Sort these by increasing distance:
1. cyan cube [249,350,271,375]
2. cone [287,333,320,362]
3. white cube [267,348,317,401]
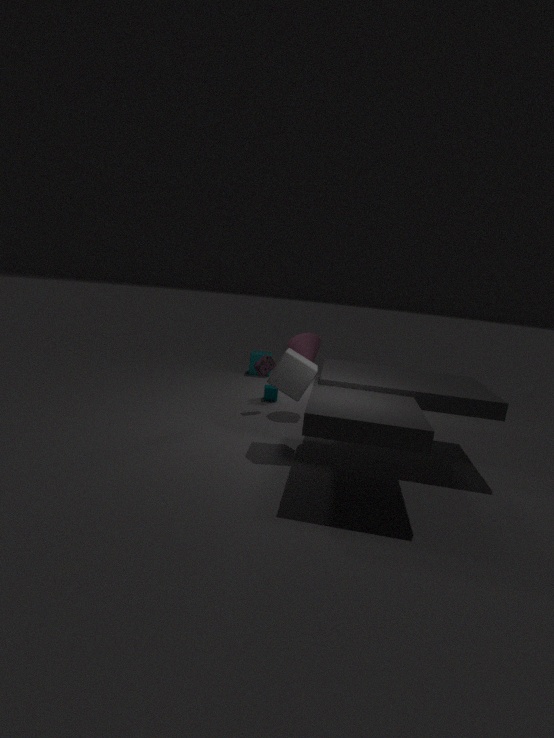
white cube [267,348,317,401] < cone [287,333,320,362] < cyan cube [249,350,271,375]
